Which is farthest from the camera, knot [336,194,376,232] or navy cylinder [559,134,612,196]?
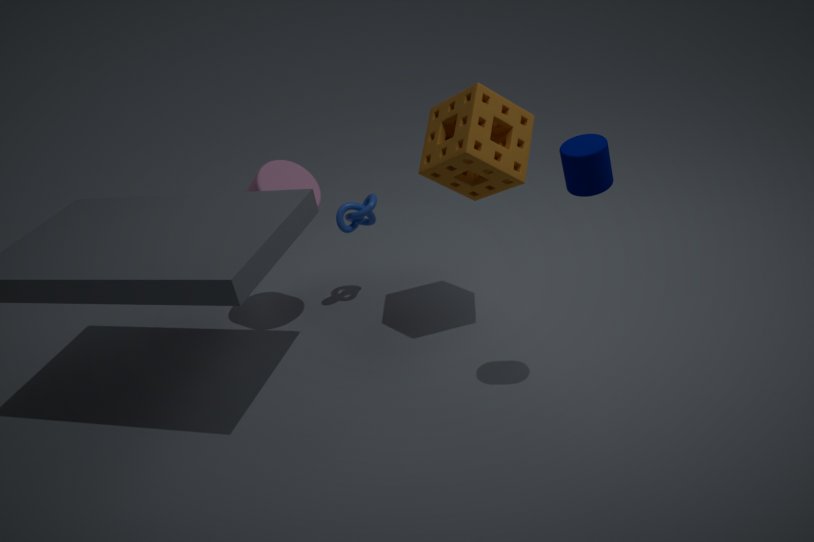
knot [336,194,376,232]
